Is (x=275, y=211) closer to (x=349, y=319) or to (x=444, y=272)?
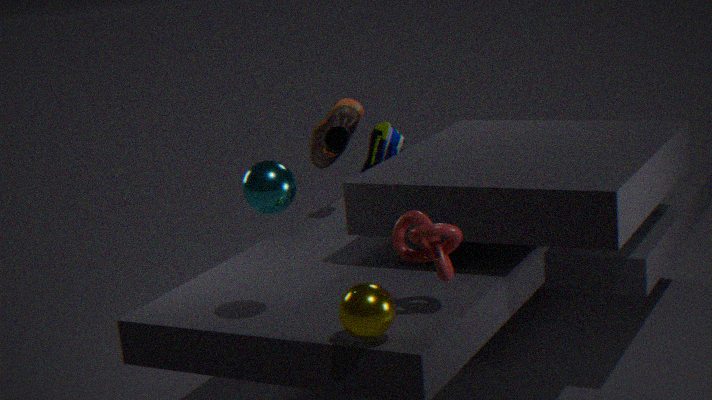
(x=349, y=319)
